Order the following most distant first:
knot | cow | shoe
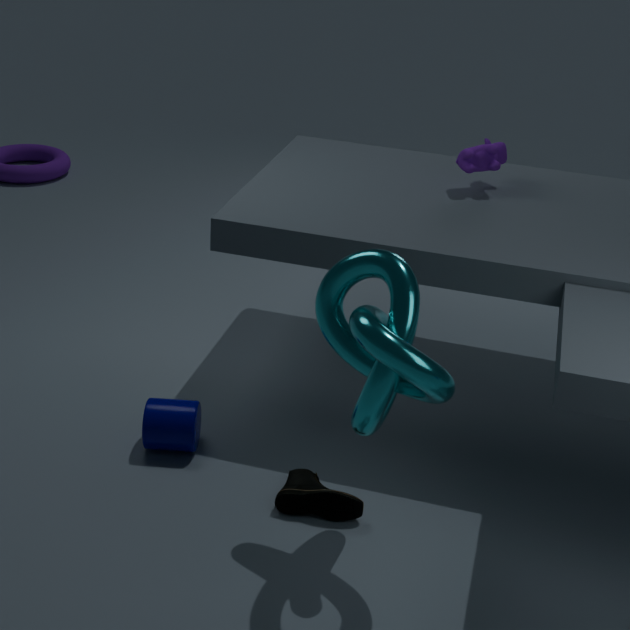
cow, shoe, knot
